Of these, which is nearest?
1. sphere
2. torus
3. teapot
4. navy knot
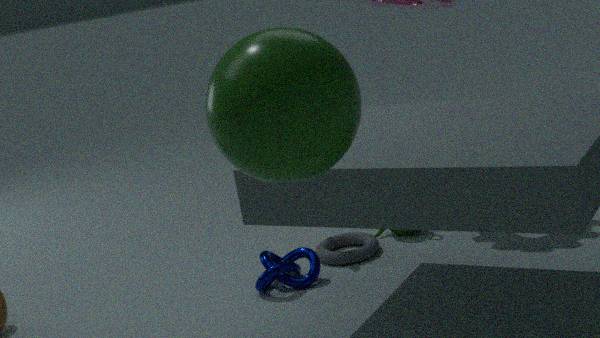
sphere
